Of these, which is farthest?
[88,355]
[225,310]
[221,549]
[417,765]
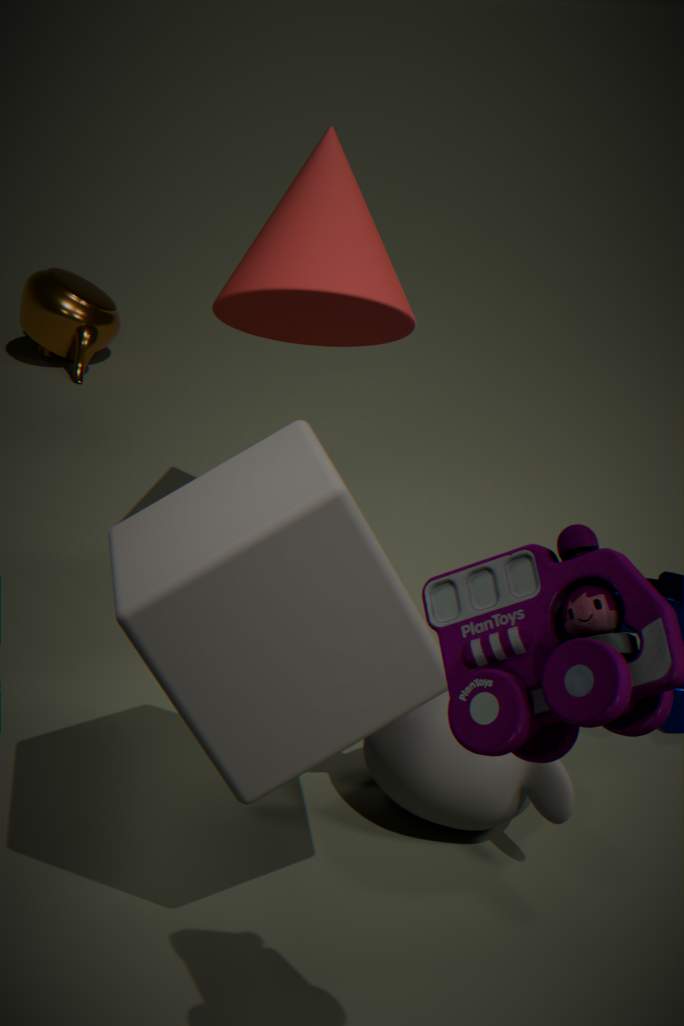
[88,355]
